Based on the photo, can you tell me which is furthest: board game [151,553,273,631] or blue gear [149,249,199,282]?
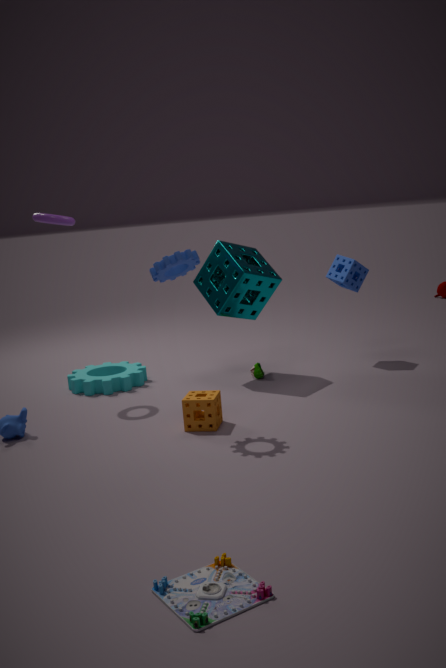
blue gear [149,249,199,282]
